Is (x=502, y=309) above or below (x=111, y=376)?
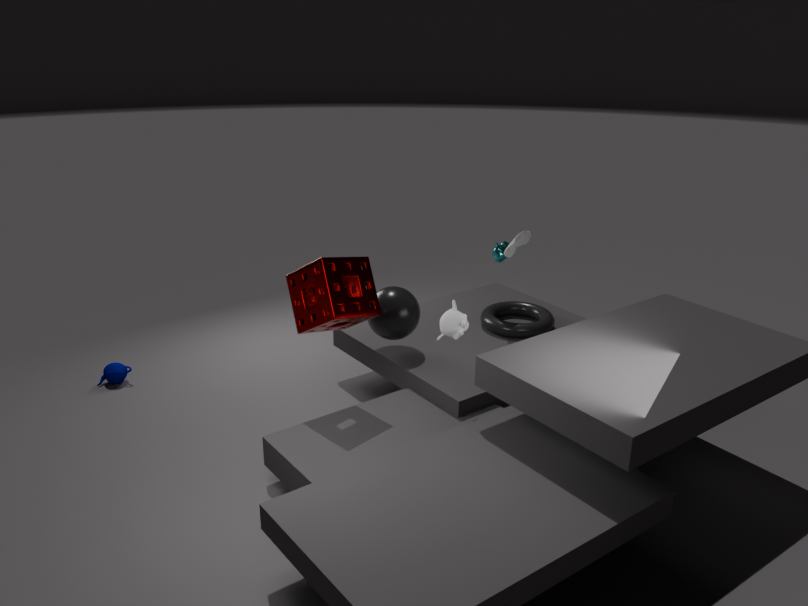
above
